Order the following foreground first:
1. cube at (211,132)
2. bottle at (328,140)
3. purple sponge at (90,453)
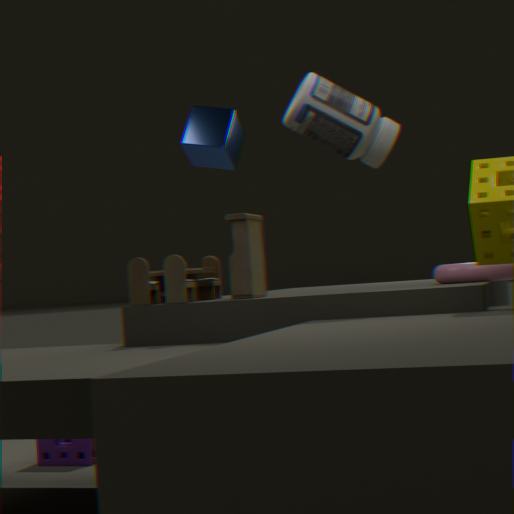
bottle at (328,140) → purple sponge at (90,453) → cube at (211,132)
